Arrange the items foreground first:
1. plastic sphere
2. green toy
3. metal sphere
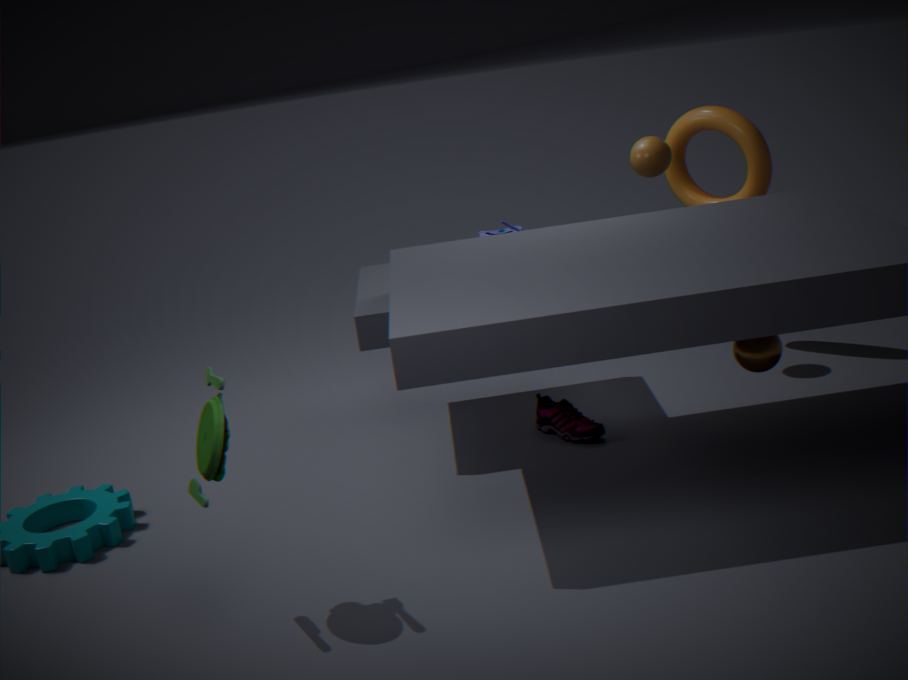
green toy
metal sphere
plastic sphere
